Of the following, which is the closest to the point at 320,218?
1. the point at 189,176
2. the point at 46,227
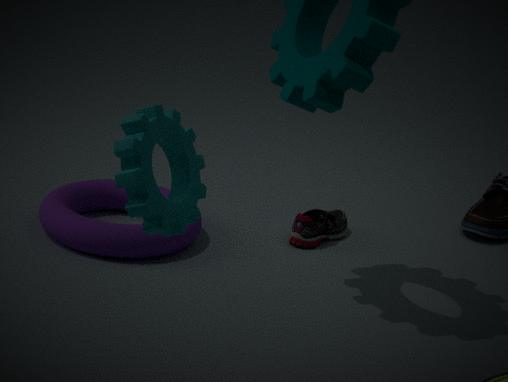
the point at 46,227
